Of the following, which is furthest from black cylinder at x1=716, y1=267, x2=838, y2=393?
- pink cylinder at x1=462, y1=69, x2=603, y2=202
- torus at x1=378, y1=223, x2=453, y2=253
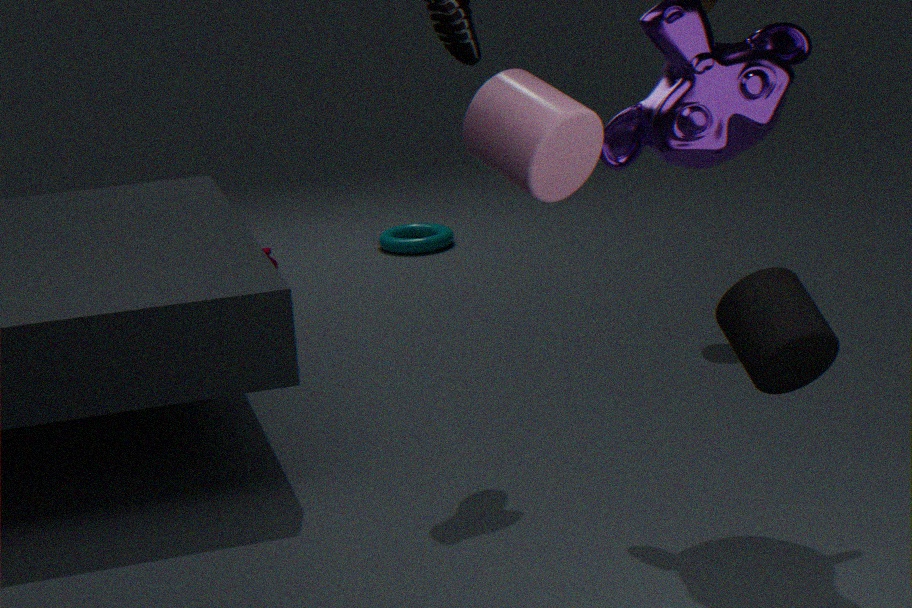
torus at x1=378, y1=223, x2=453, y2=253
